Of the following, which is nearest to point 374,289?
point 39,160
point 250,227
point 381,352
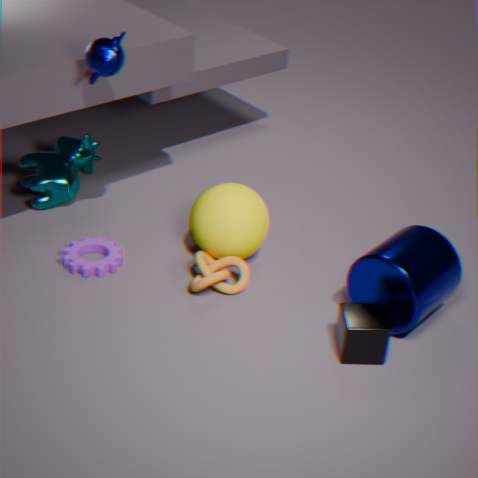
point 381,352
